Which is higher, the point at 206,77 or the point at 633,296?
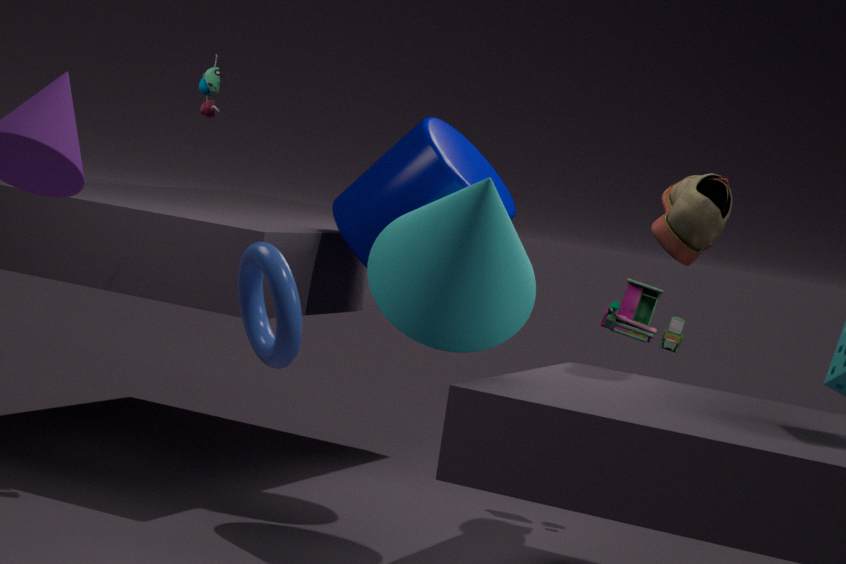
the point at 206,77
